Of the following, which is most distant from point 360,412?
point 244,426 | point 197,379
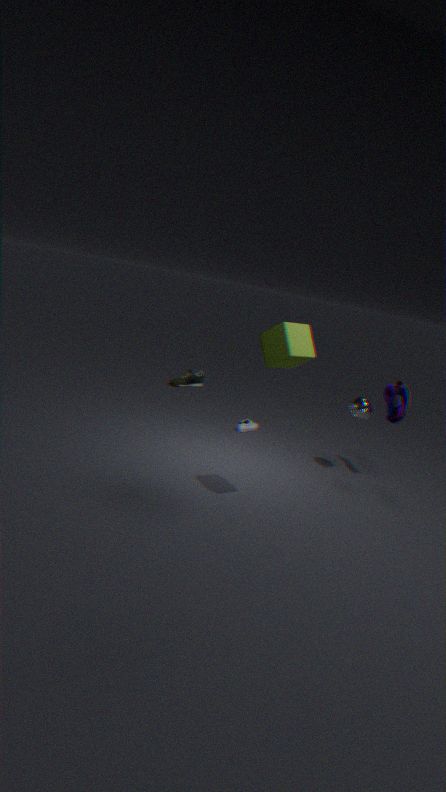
point 197,379
